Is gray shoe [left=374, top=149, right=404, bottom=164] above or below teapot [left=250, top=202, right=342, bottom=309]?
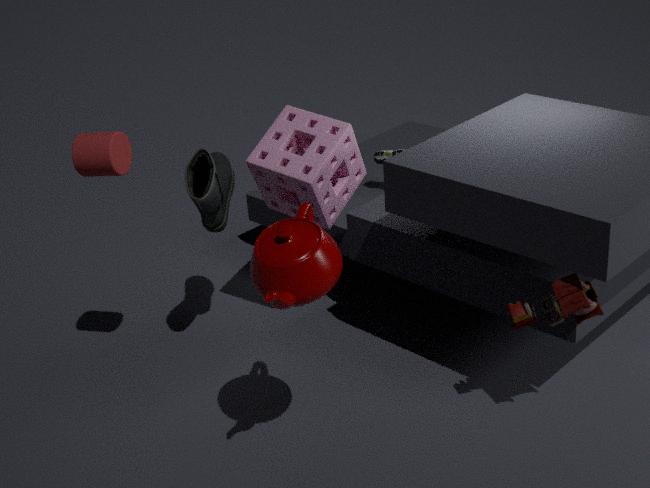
below
